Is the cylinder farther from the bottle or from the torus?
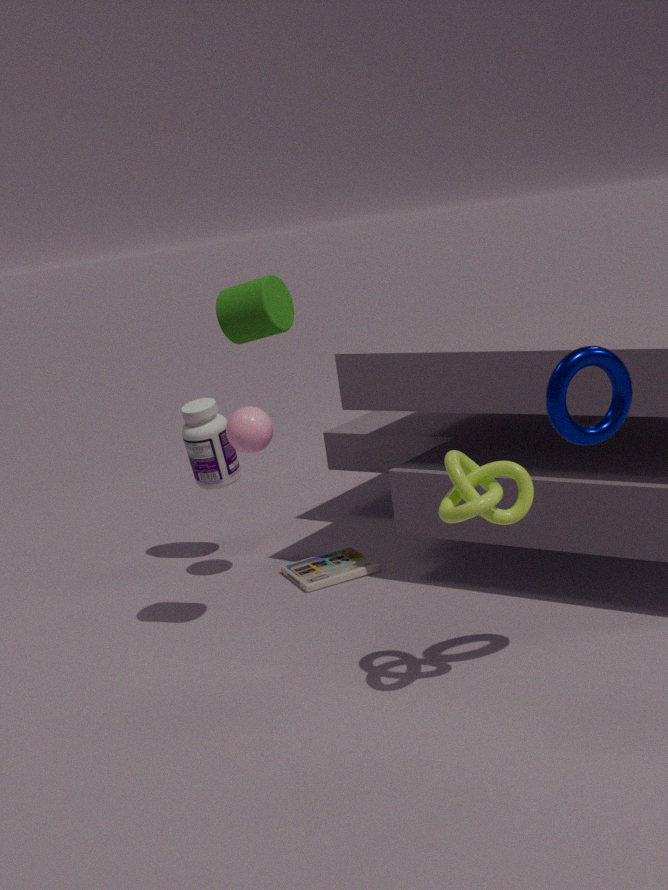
the bottle
